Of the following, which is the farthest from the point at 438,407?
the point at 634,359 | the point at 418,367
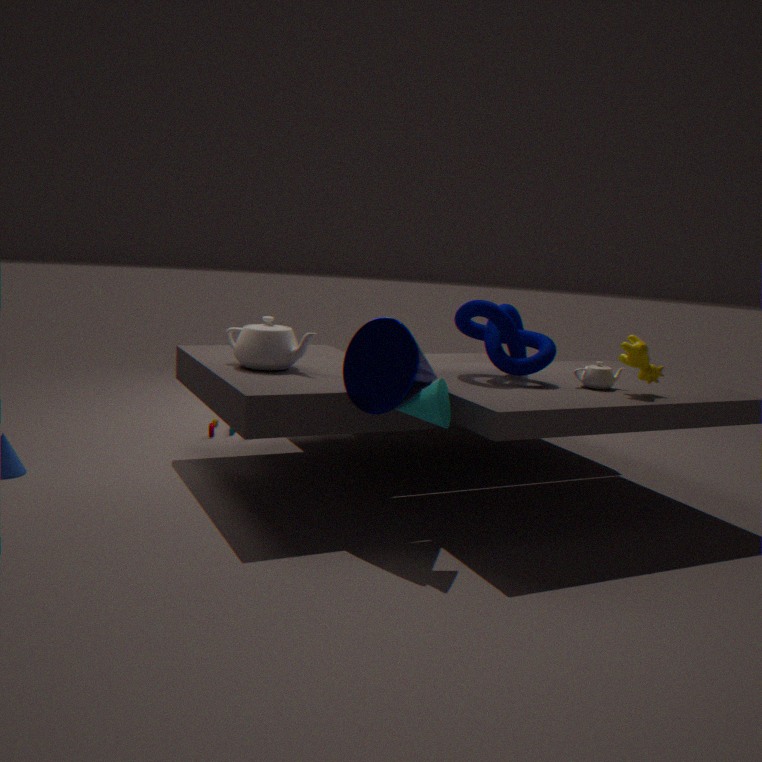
the point at 634,359
